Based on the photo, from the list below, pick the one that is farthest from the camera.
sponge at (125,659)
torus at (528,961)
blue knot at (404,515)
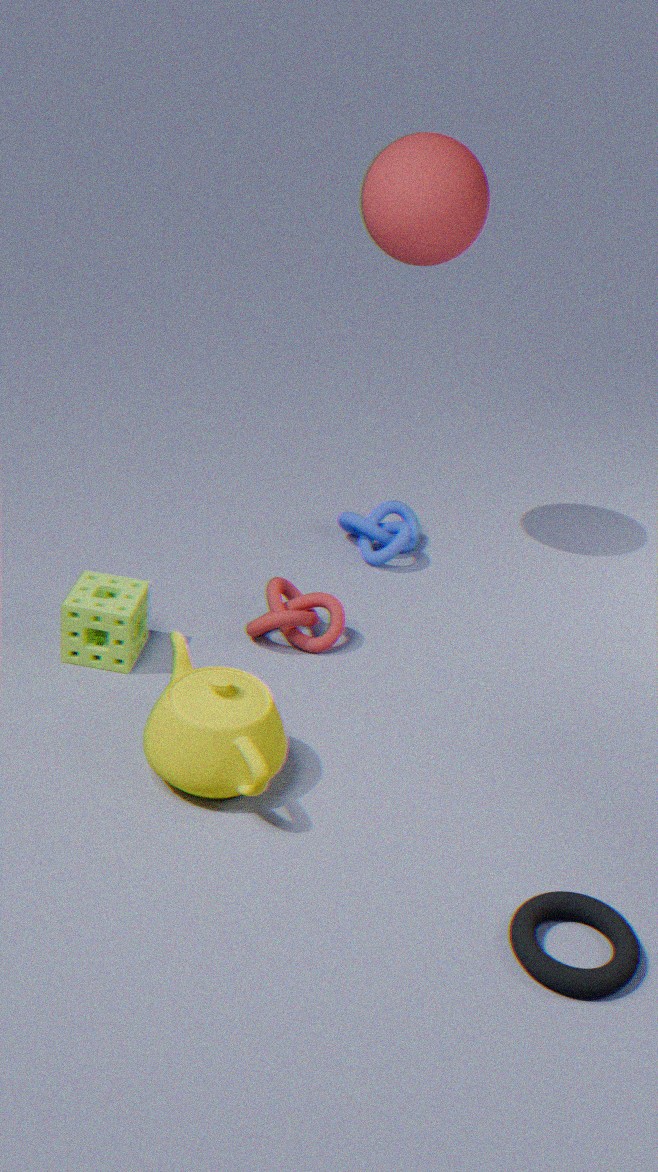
blue knot at (404,515)
